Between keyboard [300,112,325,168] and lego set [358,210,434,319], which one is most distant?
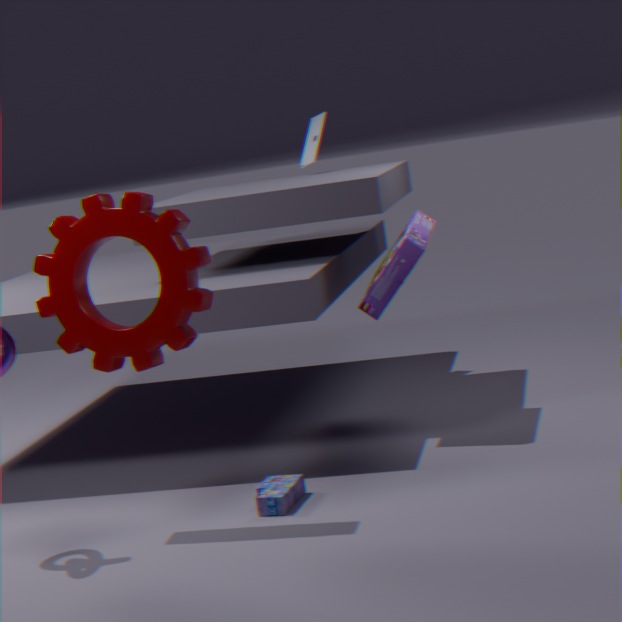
keyboard [300,112,325,168]
